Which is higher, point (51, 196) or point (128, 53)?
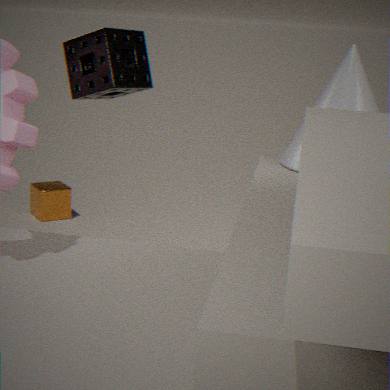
point (128, 53)
